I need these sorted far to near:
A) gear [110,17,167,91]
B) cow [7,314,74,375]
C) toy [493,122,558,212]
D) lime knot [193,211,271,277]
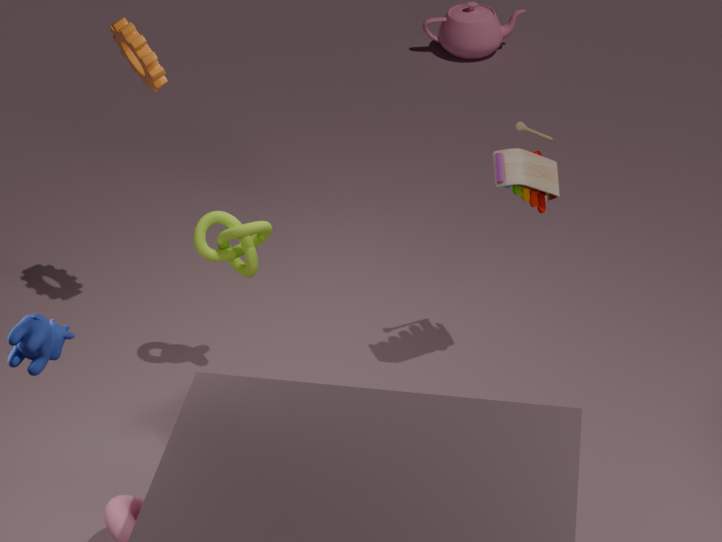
lime knot [193,211,271,277] < gear [110,17,167,91] < toy [493,122,558,212] < cow [7,314,74,375]
